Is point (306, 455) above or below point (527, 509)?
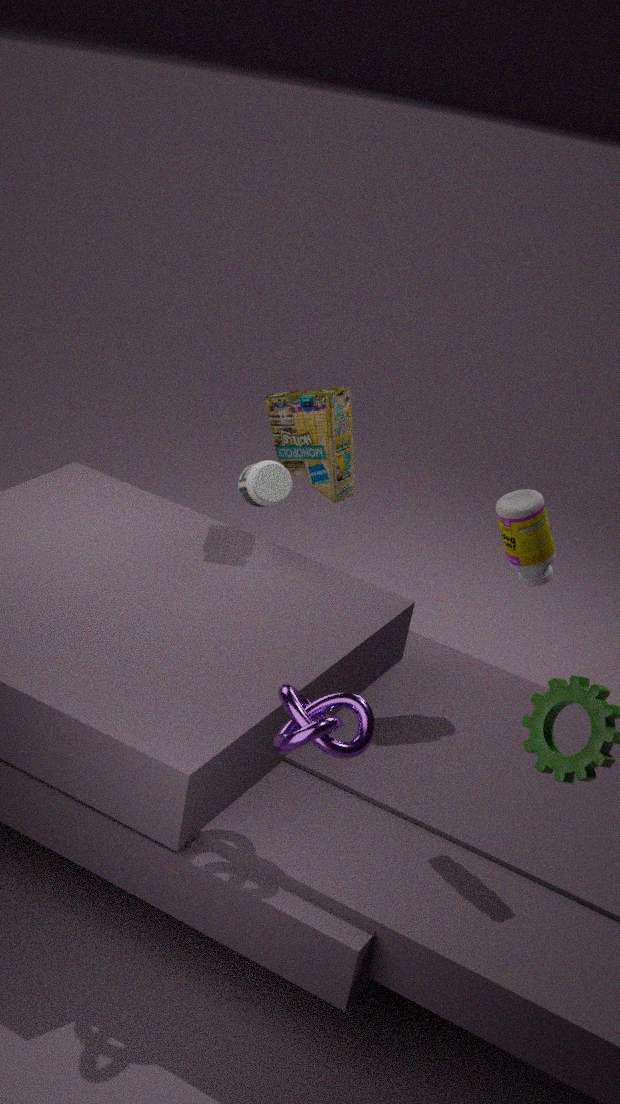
below
